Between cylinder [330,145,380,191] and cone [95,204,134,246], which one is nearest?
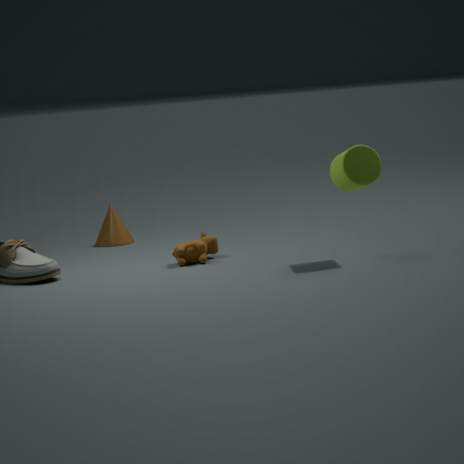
cylinder [330,145,380,191]
